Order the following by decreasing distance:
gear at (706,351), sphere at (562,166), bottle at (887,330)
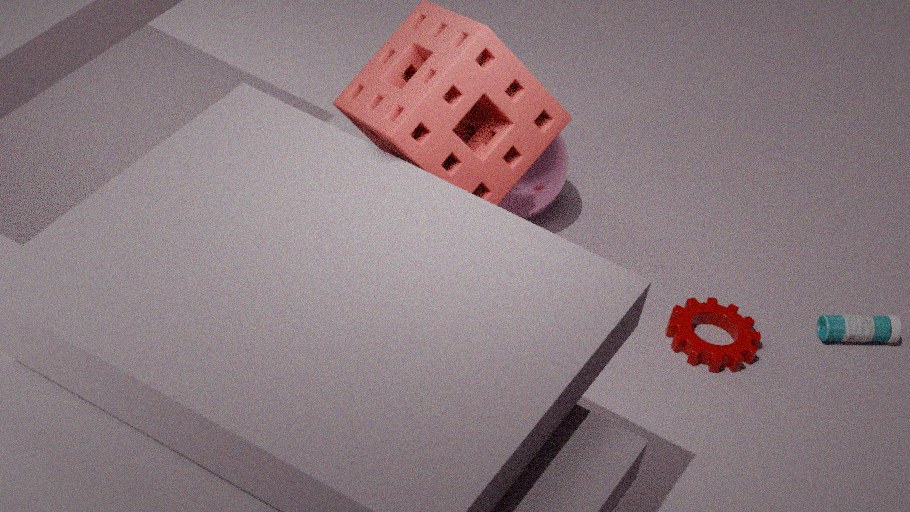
sphere at (562,166) < bottle at (887,330) < gear at (706,351)
